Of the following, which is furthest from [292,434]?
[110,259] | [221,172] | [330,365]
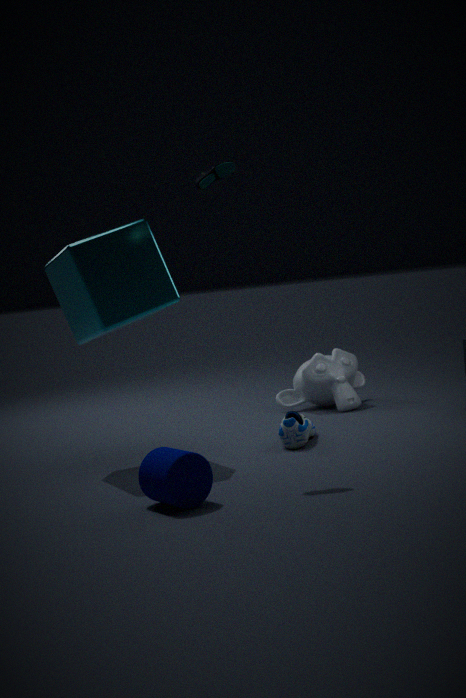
[221,172]
